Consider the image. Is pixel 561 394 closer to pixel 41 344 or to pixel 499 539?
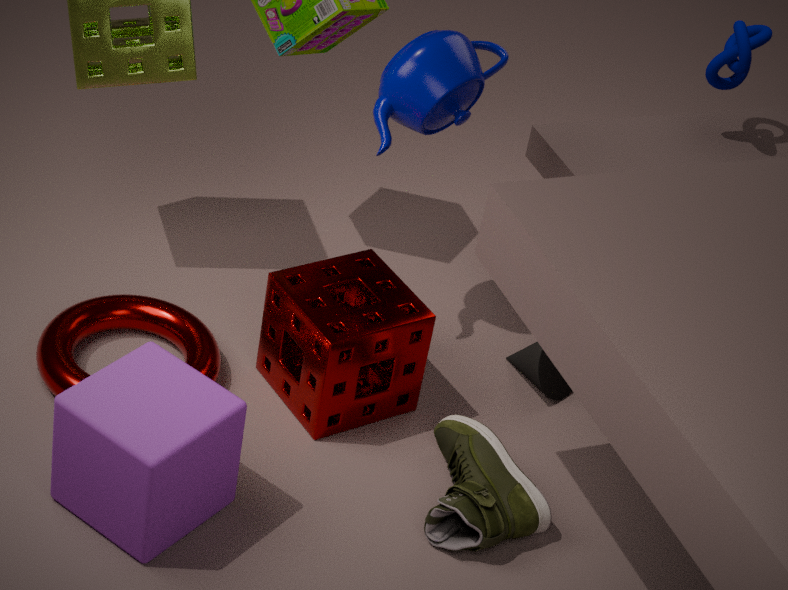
pixel 499 539
